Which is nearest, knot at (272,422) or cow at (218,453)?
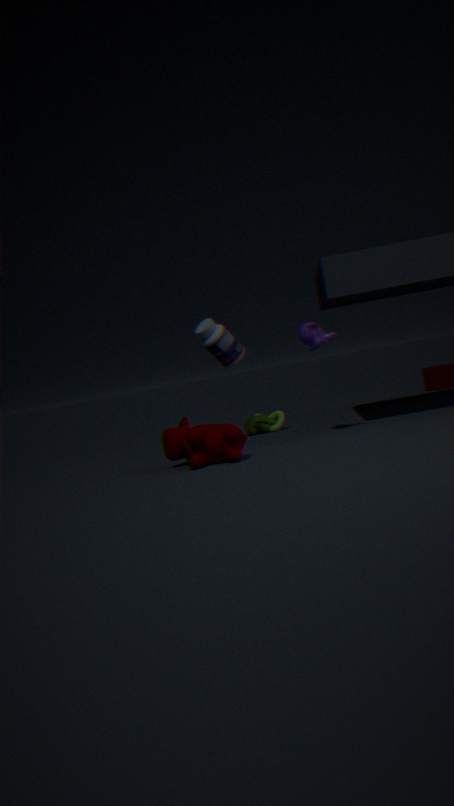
cow at (218,453)
